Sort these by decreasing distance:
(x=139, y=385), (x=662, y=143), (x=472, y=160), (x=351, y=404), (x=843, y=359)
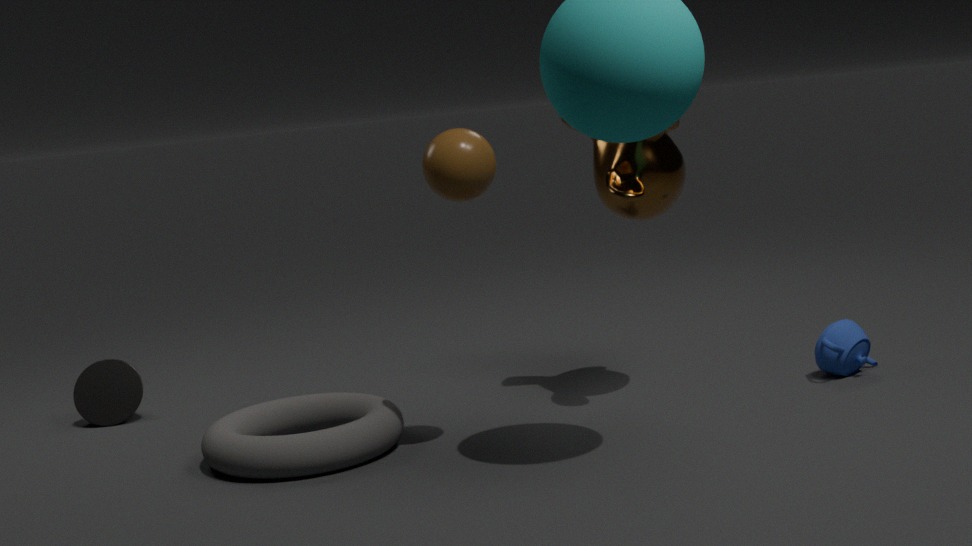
(x=139, y=385), (x=843, y=359), (x=351, y=404), (x=662, y=143), (x=472, y=160)
